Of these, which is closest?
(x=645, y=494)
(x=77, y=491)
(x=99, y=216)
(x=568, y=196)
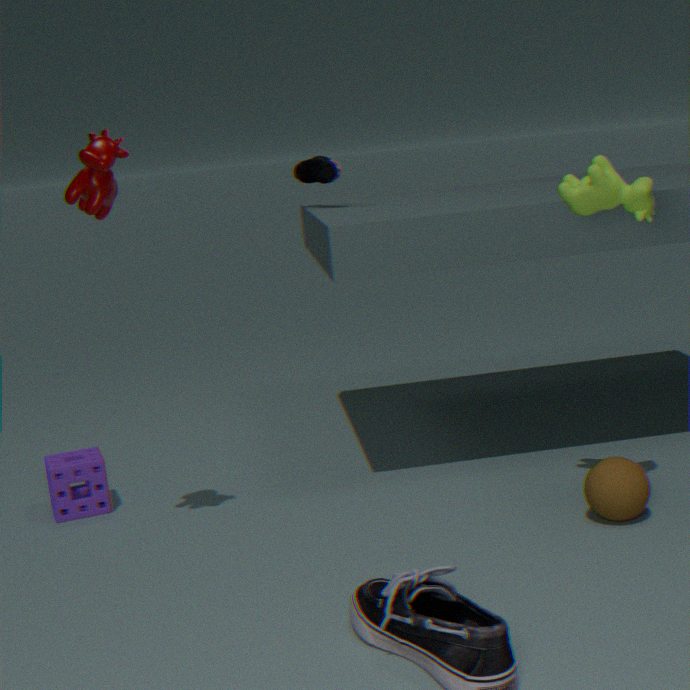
(x=568, y=196)
